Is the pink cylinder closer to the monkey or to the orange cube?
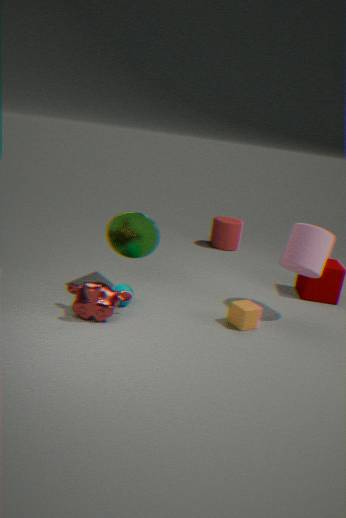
the orange cube
